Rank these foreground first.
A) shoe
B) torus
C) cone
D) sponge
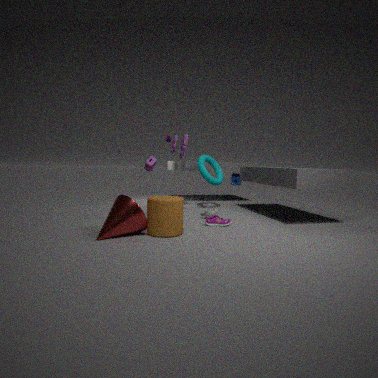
cone < shoe < torus < sponge
